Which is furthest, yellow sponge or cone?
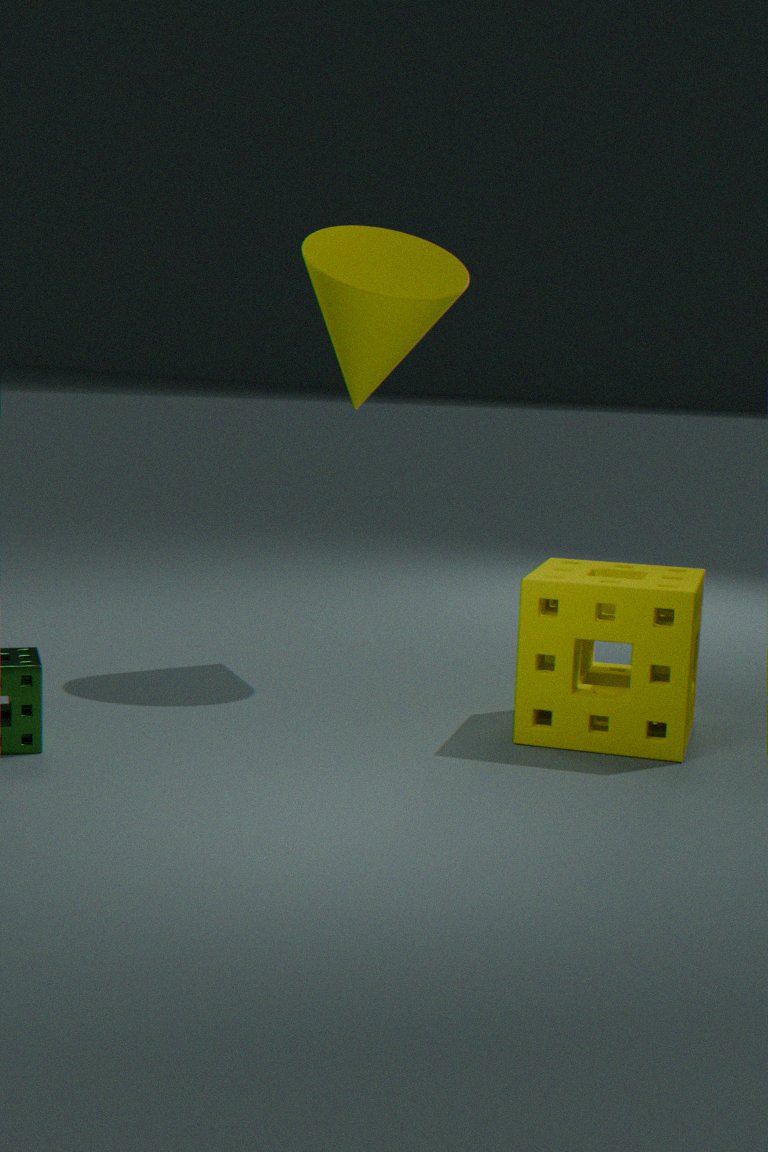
cone
